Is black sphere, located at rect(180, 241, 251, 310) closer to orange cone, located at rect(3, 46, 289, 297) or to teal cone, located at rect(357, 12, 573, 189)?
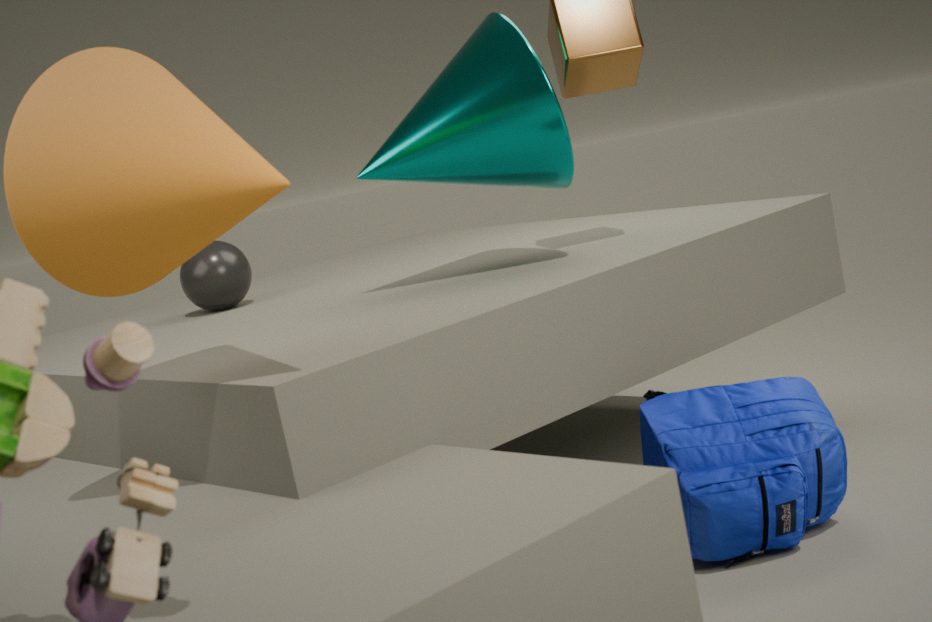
teal cone, located at rect(357, 12, 573, 189)
